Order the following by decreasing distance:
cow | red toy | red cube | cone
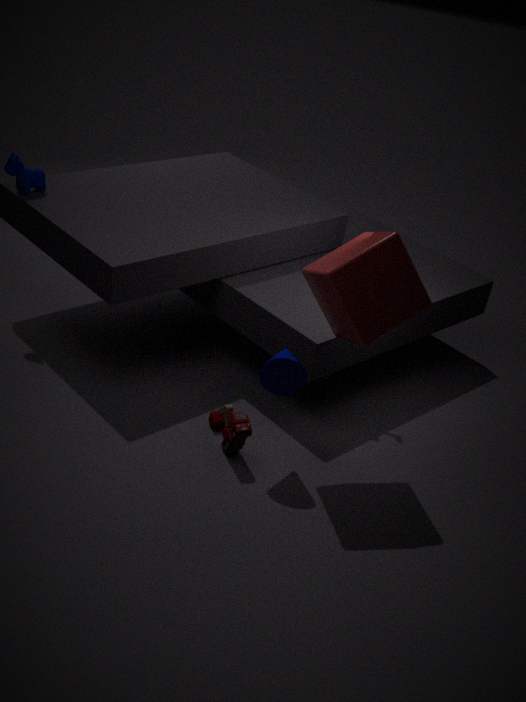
cow → red toy → cone → red cube
